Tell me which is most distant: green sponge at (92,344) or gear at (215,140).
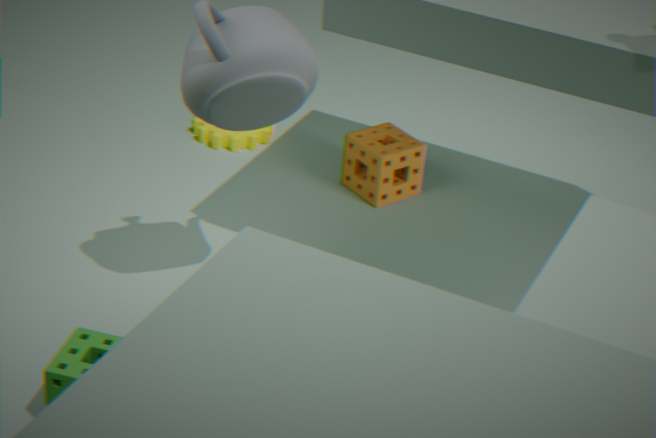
gear at (215,140)
